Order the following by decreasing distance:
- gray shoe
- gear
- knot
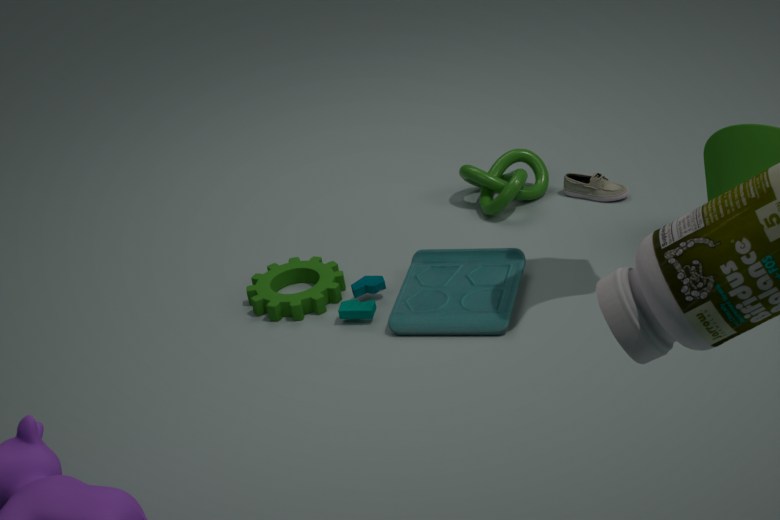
gray shoe
knot
gear
